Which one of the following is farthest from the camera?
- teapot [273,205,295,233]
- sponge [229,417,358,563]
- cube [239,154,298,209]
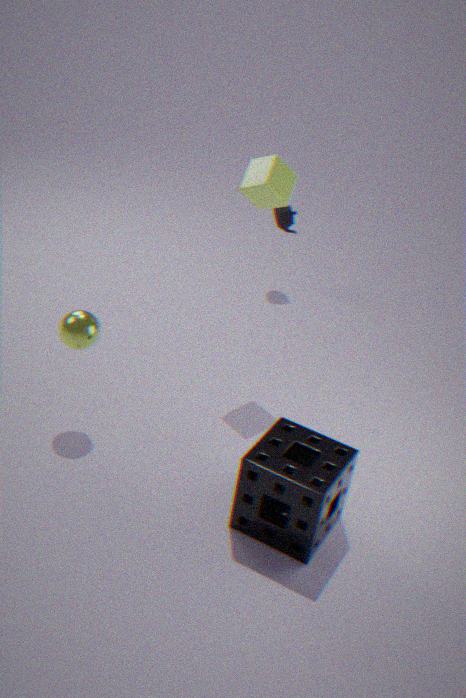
teapot [273,205,295,233]
